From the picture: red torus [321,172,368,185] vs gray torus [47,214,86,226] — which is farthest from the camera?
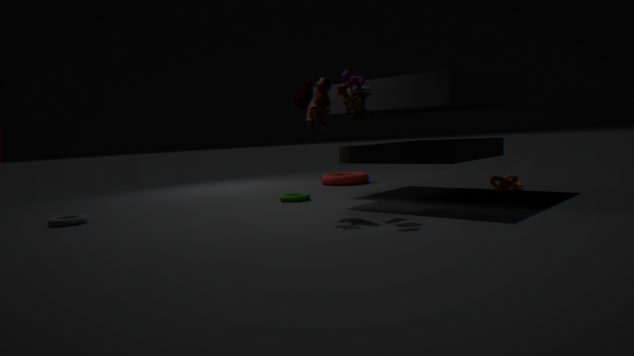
red torus [321,172,368,185]
